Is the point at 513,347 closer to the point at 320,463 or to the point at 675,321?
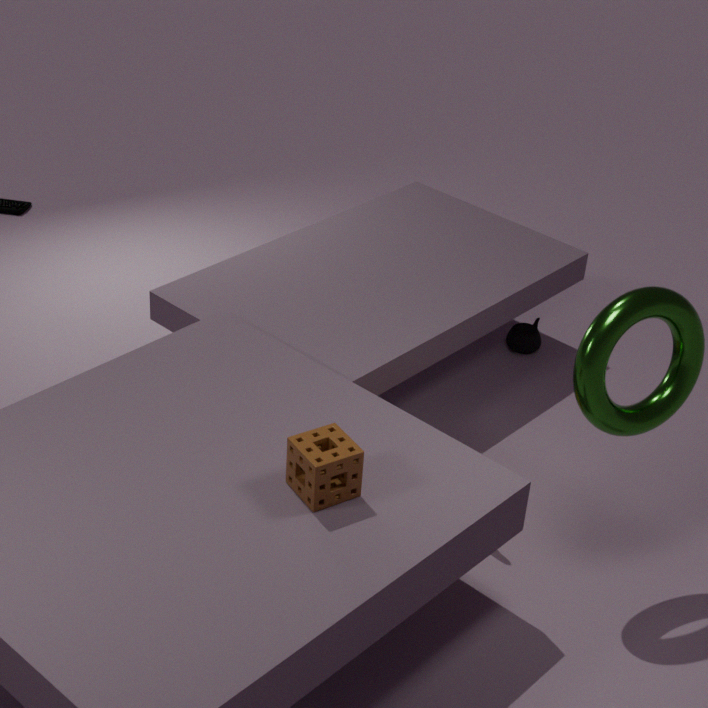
the point at 675,321
